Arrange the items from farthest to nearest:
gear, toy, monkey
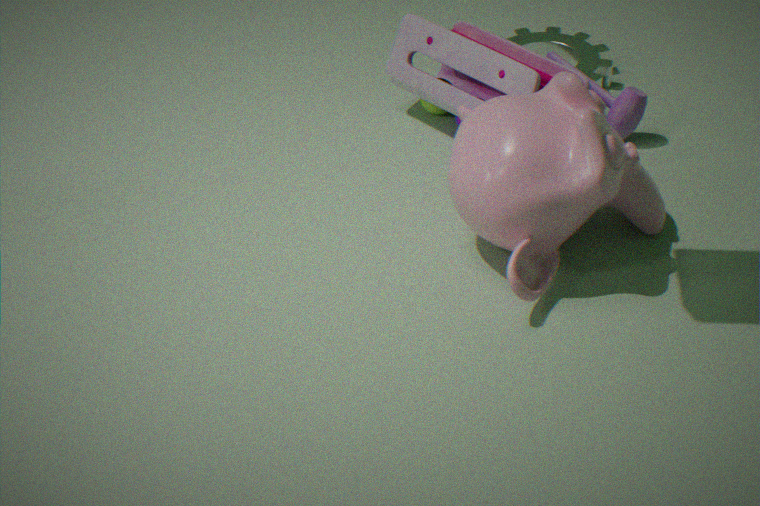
gear → toy → monkey
